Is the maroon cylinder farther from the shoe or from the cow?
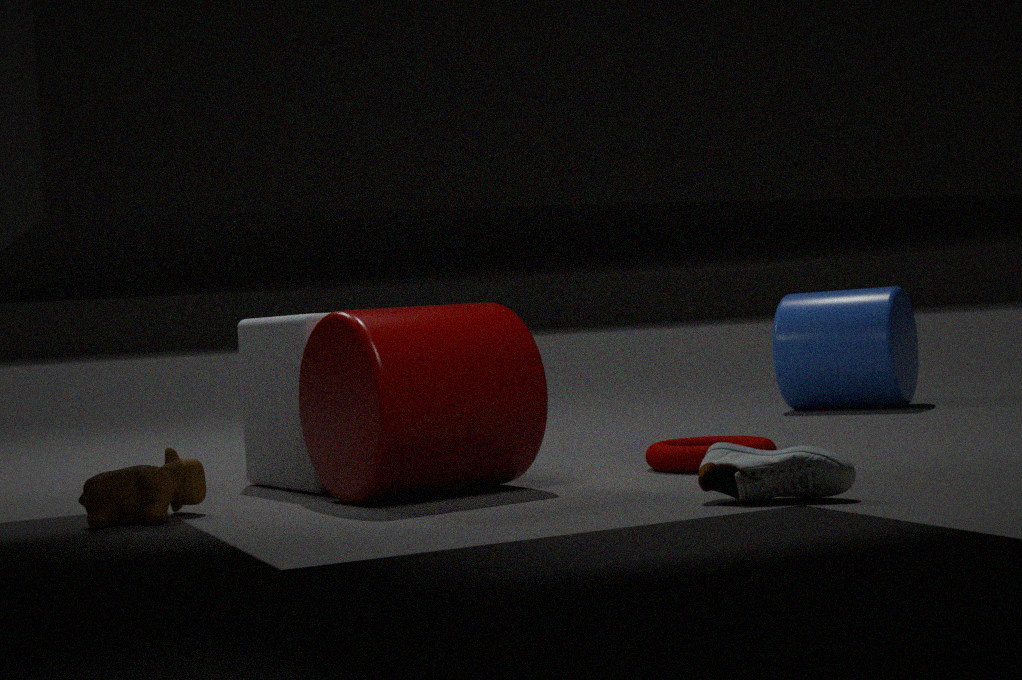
the shoe
